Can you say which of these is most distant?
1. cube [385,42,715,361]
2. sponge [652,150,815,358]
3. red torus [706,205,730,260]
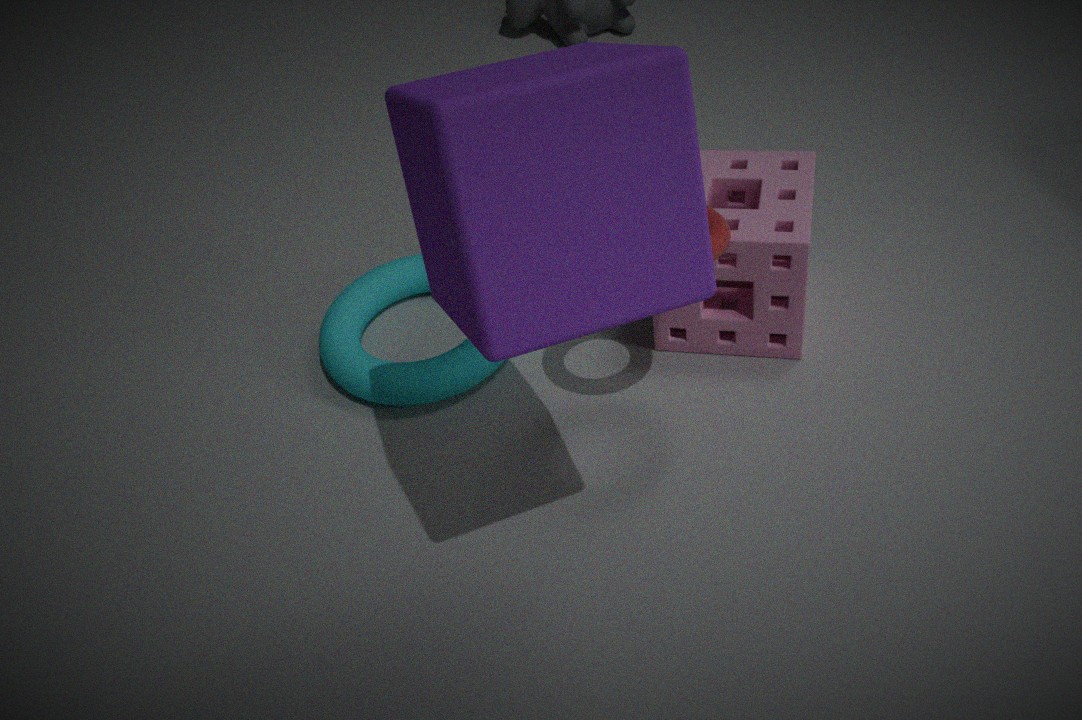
sponge [652,150,815,358]
